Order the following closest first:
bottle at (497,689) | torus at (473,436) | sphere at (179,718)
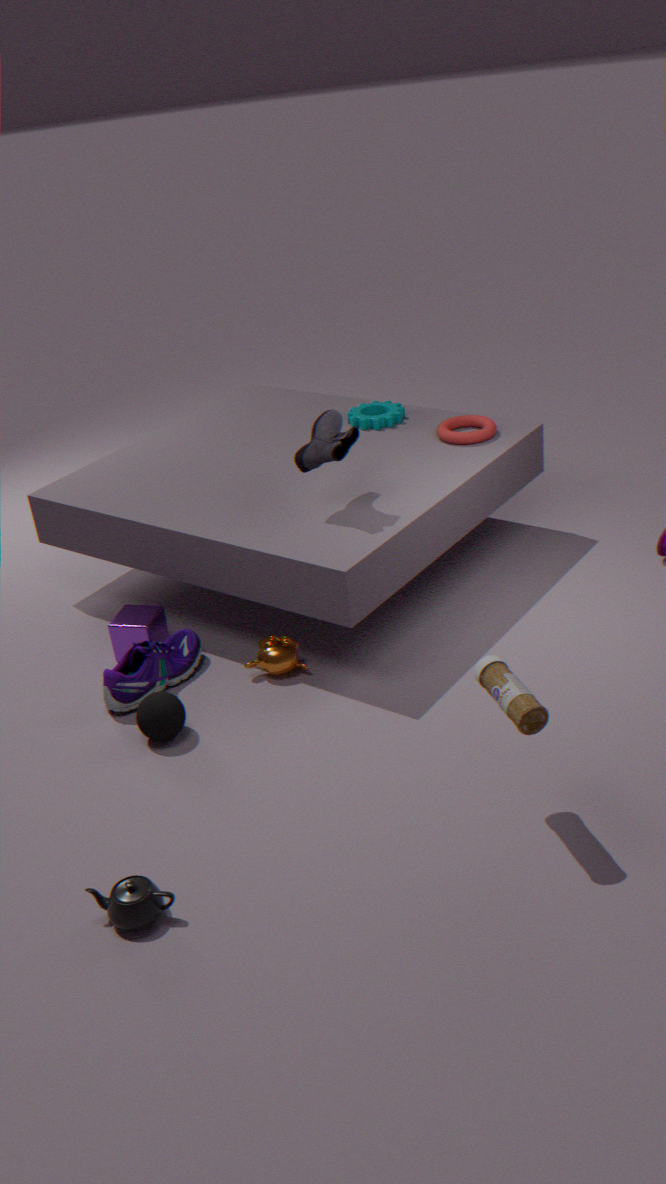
1. bottle at (497,689)
2. sphere at (179,718)
3. torus at (473,436)
